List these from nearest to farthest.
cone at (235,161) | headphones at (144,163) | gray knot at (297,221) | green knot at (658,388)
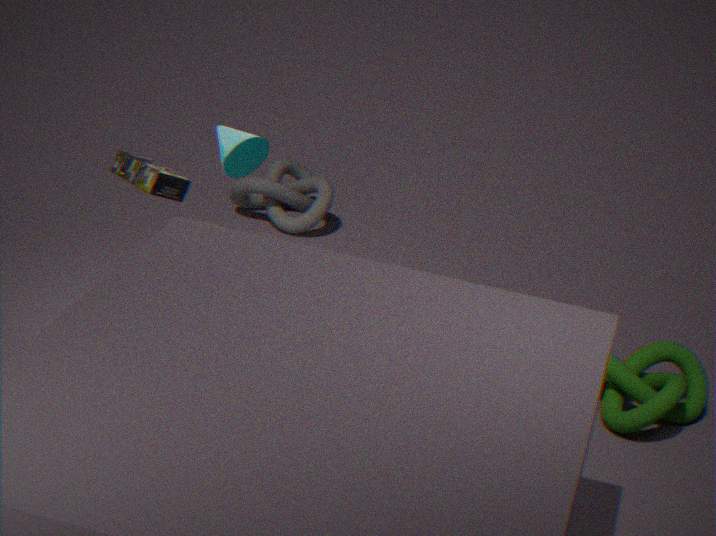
1. green knot at (658,388)
2. headphones at (144,163)
3. cone at (235,161)
4. gray knot at (297,221)
